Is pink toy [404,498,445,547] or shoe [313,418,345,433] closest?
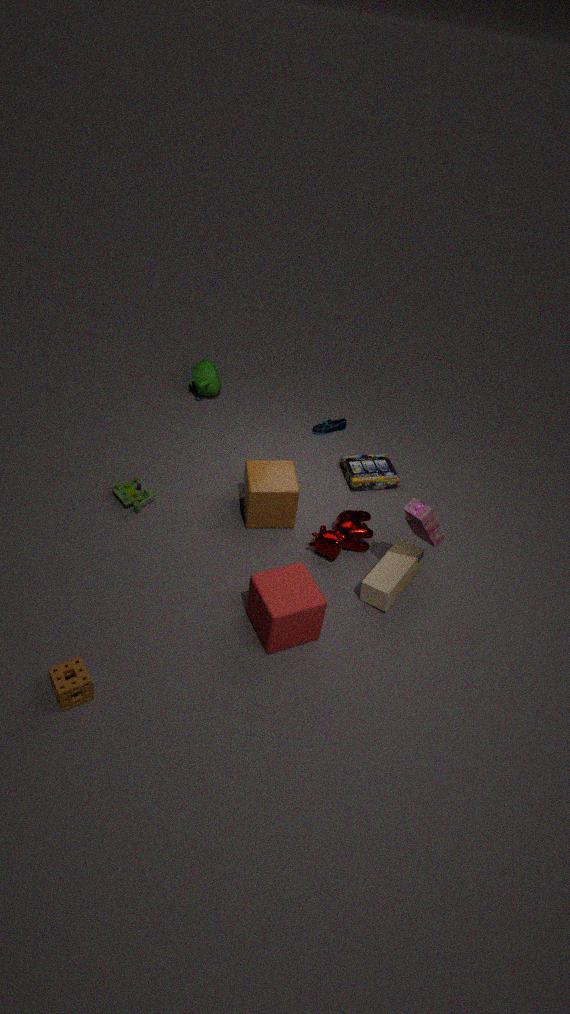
pink toy [404,498,445,547]
